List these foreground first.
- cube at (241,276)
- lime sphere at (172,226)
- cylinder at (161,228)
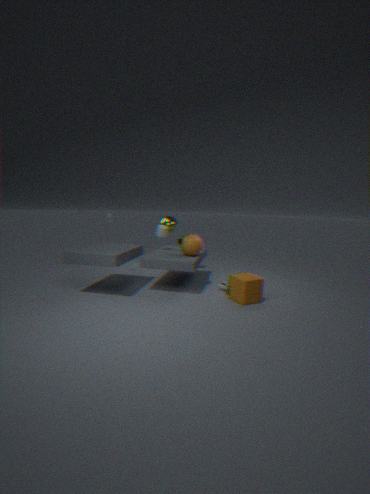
1. cube at (241,276)
2. cylinder at (161,228)
3. lime sphere at (172,226)
